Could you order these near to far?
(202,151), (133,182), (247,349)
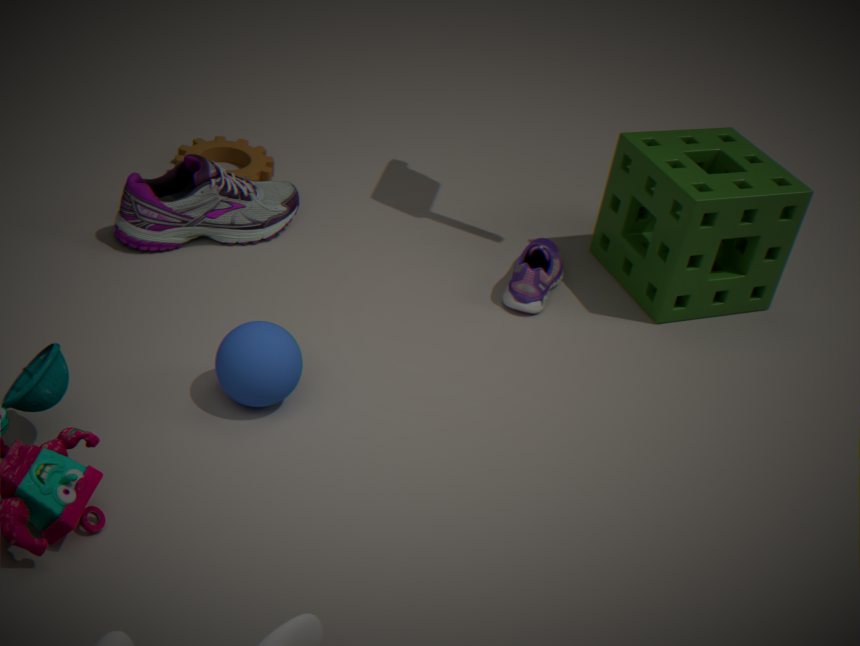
(247,349) → (133,182) → (202,151)
